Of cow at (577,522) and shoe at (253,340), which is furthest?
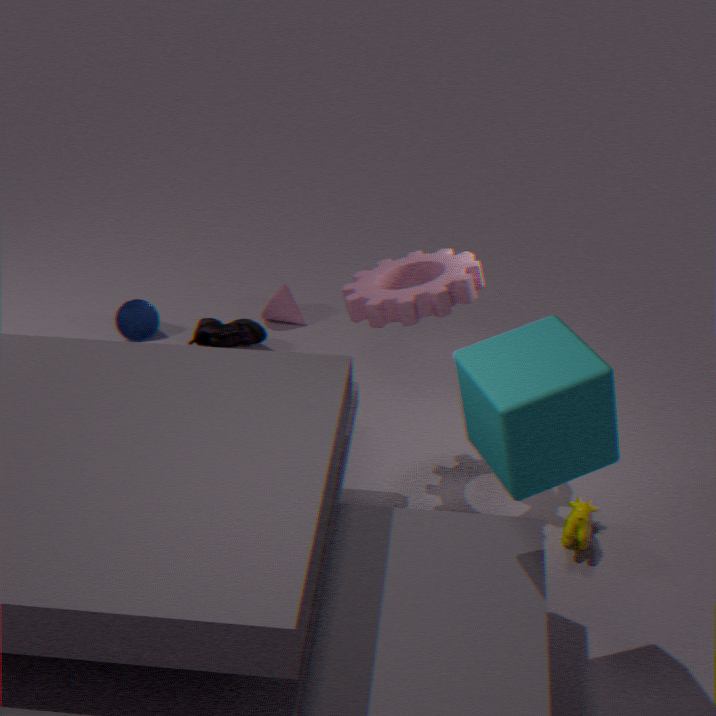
shoe at (253,340)
